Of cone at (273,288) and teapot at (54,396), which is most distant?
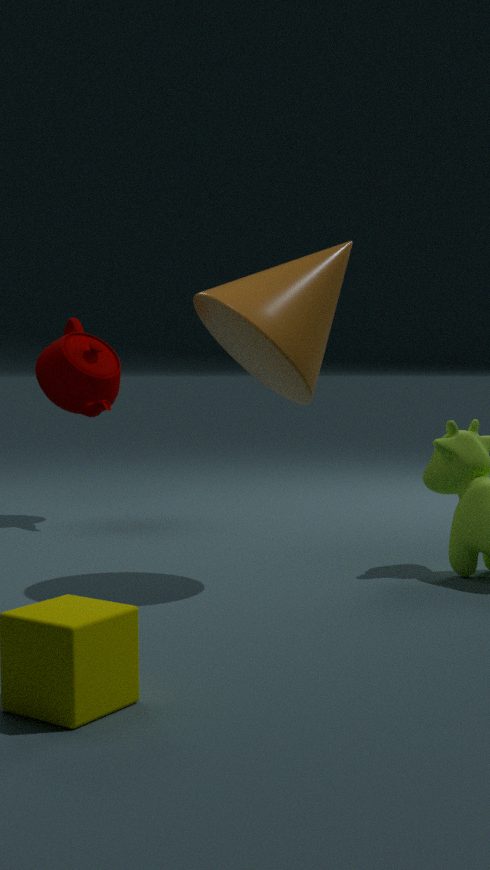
teapot at (54,396)
